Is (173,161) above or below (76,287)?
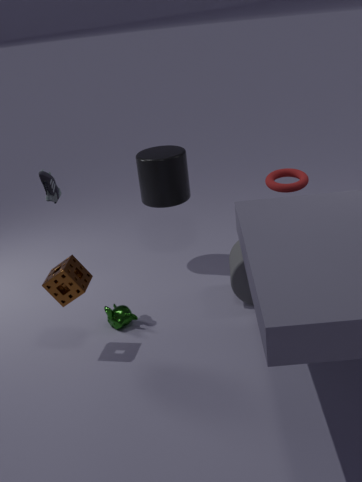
above
